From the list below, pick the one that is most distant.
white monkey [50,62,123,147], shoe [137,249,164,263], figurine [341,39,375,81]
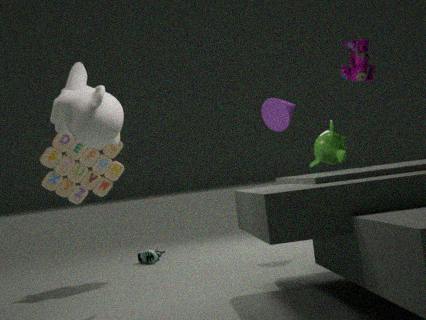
shoe [137,249,164,263]
